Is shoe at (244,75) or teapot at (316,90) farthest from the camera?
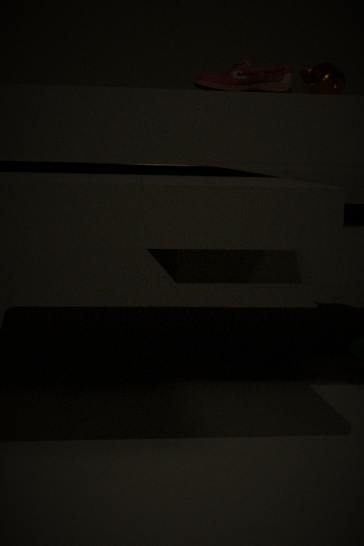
teapot at (316,90)
